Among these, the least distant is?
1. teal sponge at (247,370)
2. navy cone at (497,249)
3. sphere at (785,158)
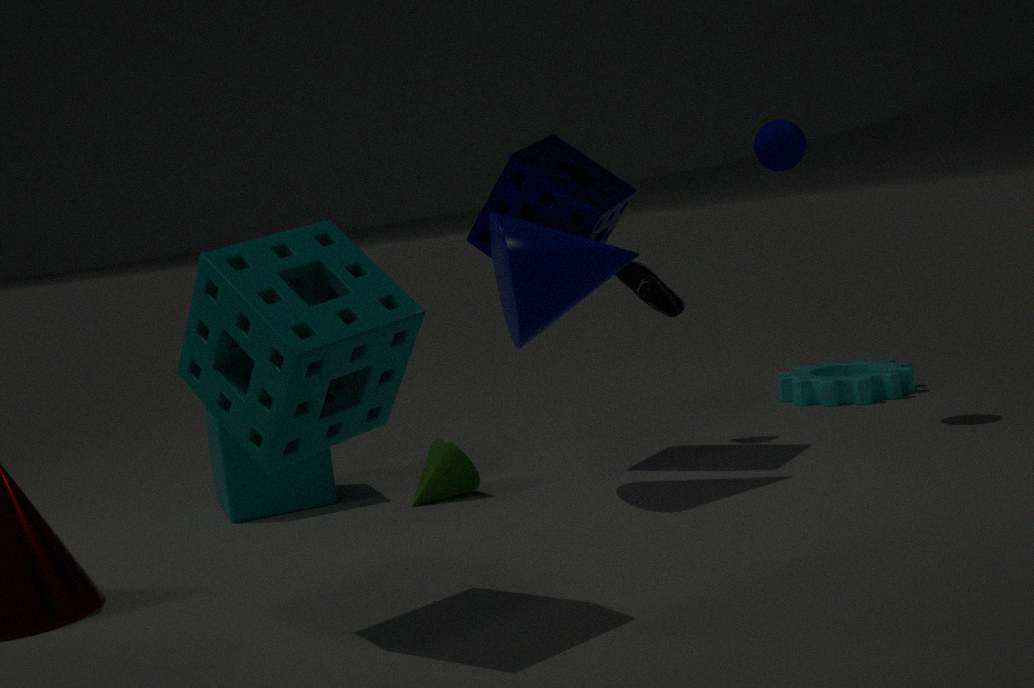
teal sponge at (247,370)
